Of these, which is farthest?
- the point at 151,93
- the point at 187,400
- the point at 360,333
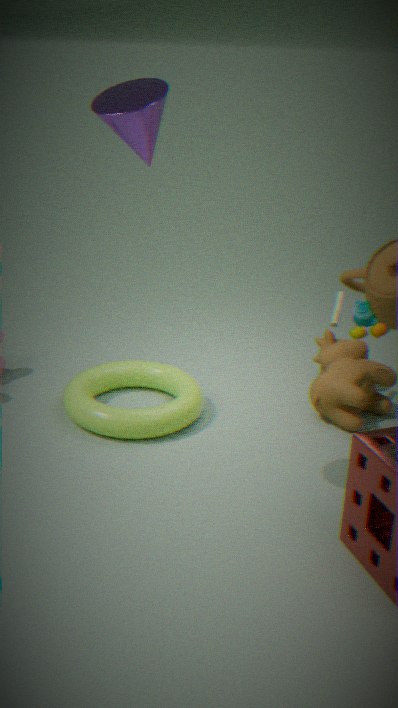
the point at 187,400
